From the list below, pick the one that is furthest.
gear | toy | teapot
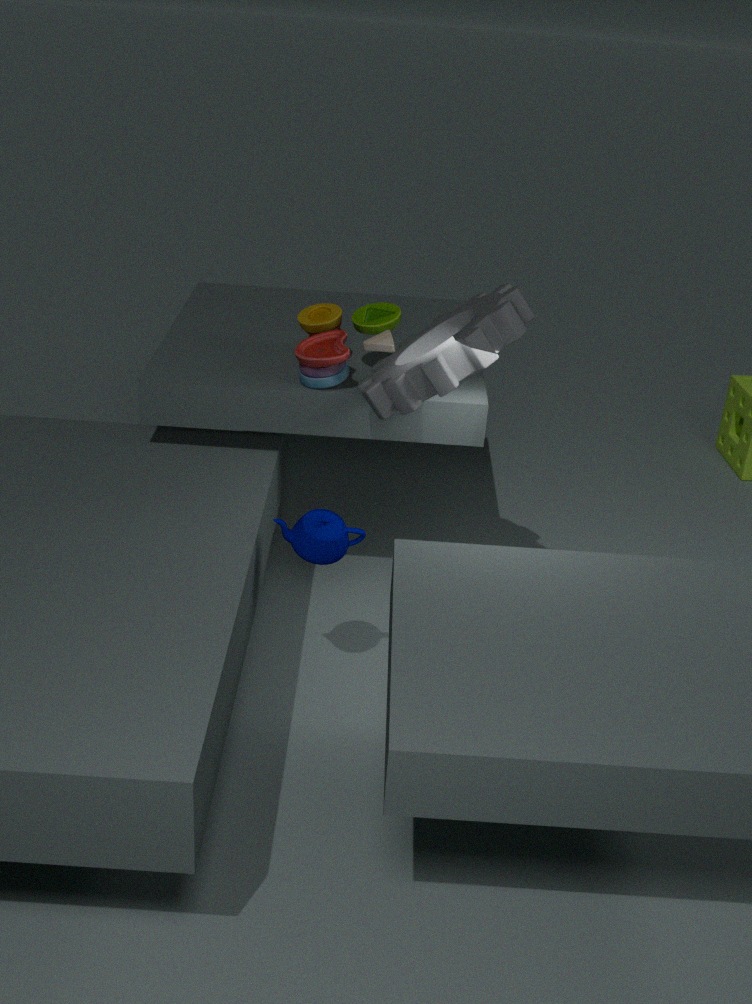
toy
